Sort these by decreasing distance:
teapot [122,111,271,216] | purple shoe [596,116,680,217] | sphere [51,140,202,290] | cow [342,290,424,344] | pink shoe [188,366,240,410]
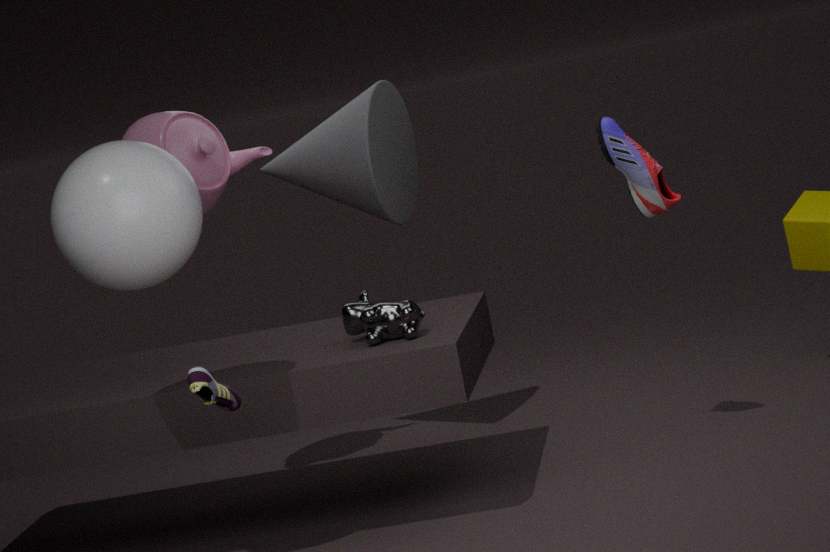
teapot [122,111,271,216], purple shoe [596,116,680,217], cow [342,290,424,344], sphere [51,140,202,290], pink shoe [188,366,240,410]
